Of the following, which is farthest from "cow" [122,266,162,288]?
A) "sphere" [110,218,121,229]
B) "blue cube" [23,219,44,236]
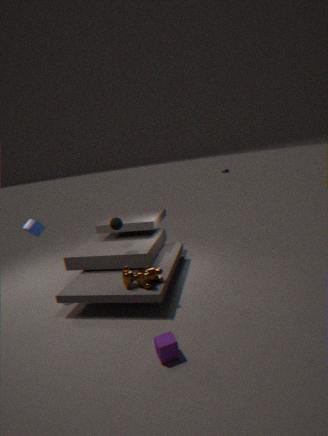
"blue cube" [23,219,44,236]
